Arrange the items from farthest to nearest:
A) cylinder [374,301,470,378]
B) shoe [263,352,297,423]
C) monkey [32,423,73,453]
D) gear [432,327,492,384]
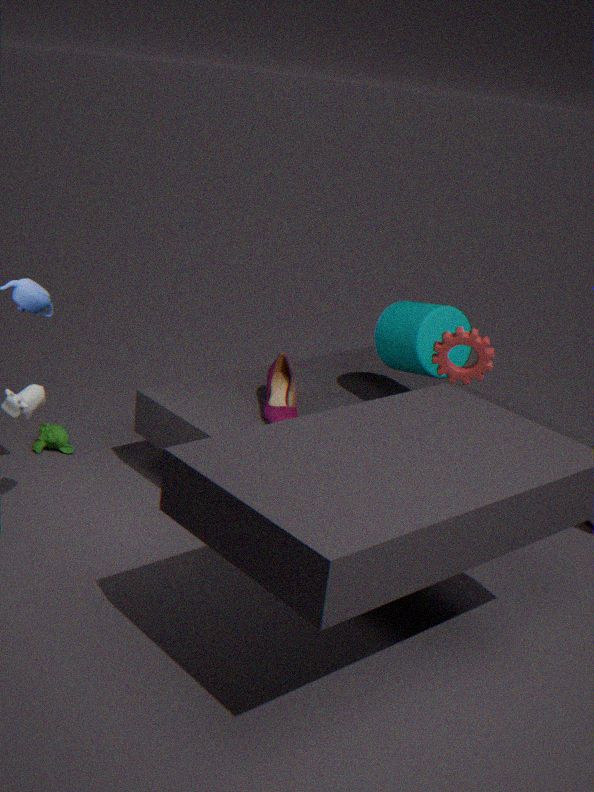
monkey [32,423,73,453]
cylinder [374,301,470,378]
shoe [263,352,297,423]
gear [432,327,492,384]
